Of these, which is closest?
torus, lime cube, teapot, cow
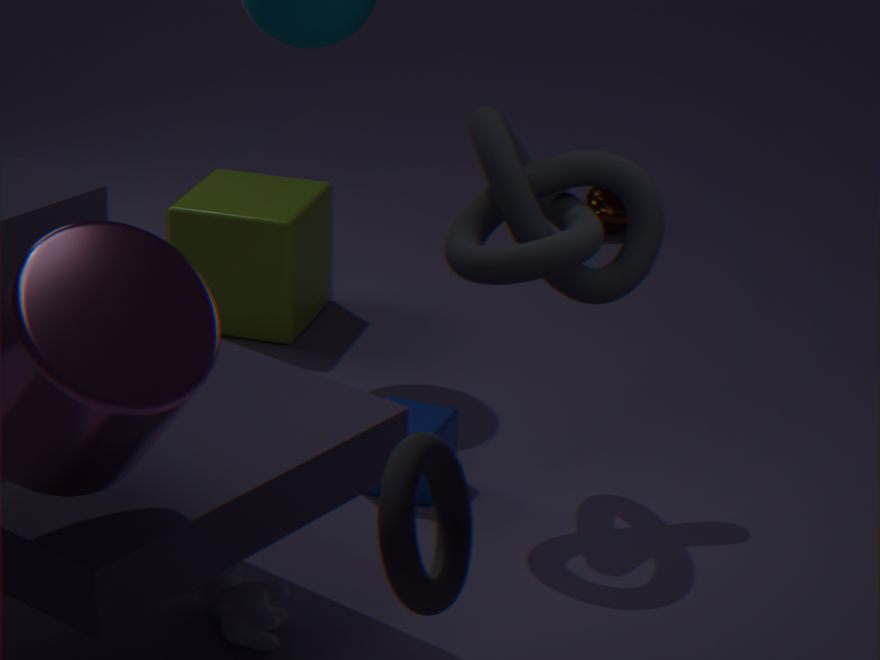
torus
